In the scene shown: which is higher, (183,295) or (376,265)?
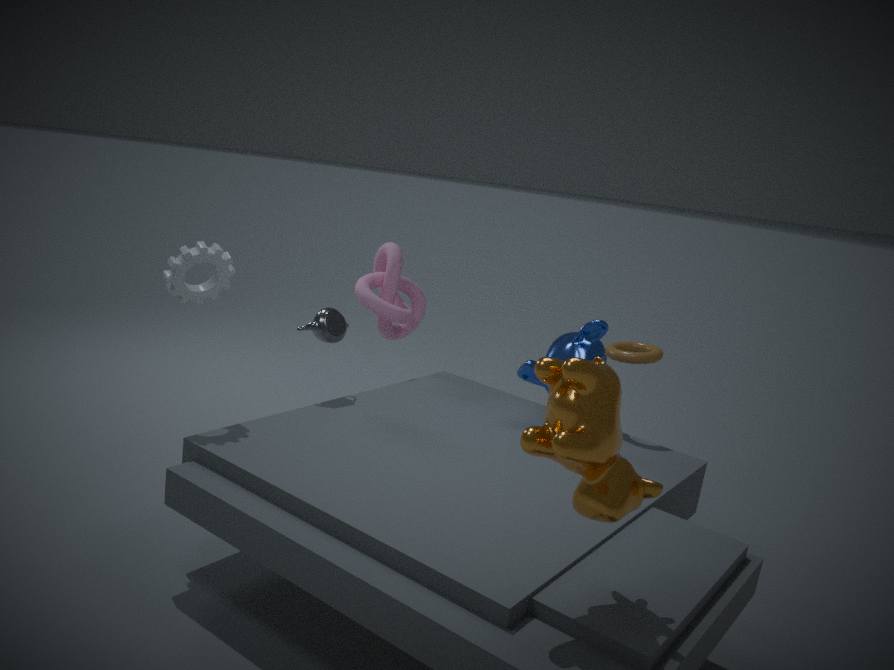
(183,295)
